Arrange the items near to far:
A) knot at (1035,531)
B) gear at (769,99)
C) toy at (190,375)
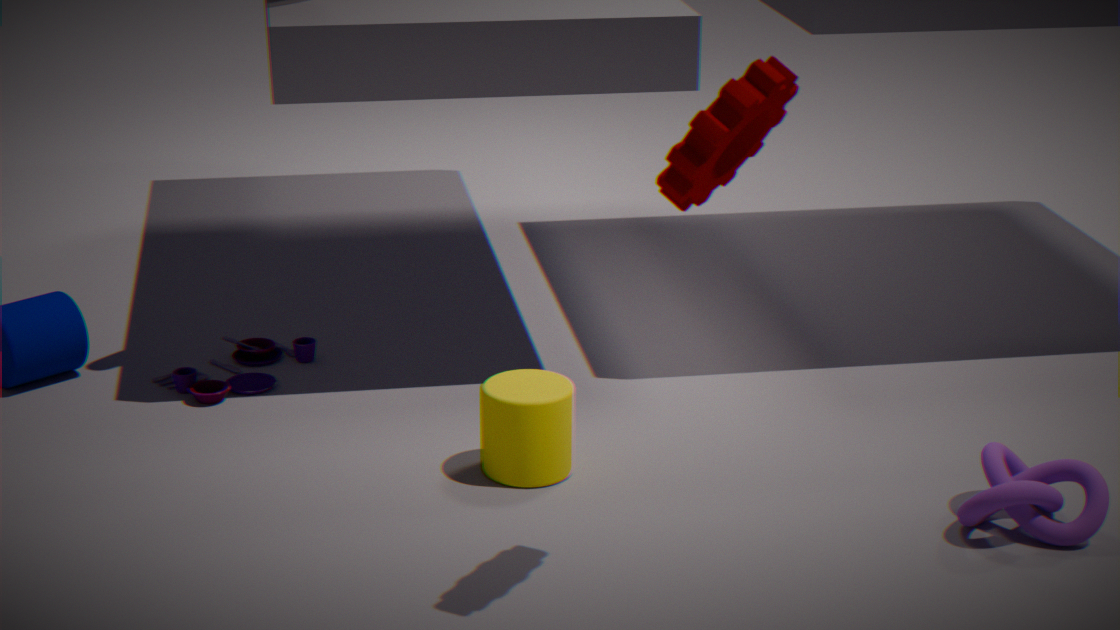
gear at (769,99) < knot at (1035,531) < toy at (190,375)
